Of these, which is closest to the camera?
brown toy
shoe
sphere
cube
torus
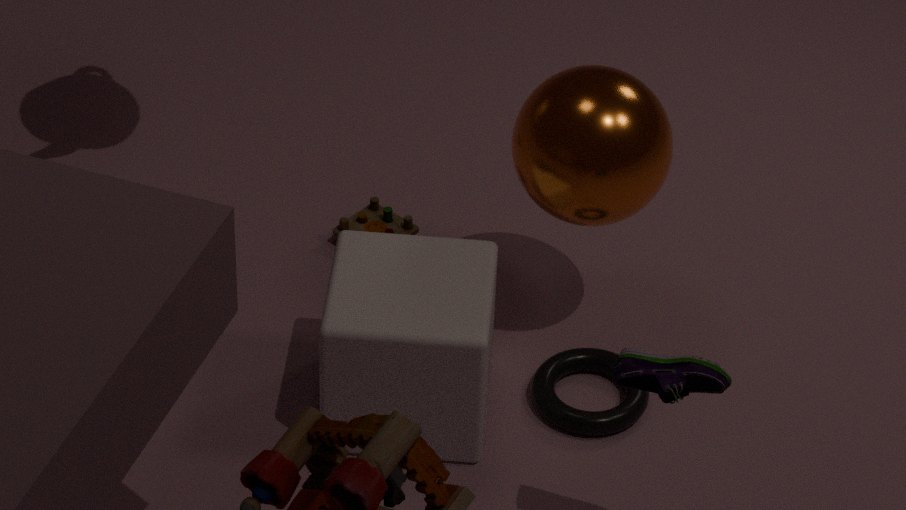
shoe
